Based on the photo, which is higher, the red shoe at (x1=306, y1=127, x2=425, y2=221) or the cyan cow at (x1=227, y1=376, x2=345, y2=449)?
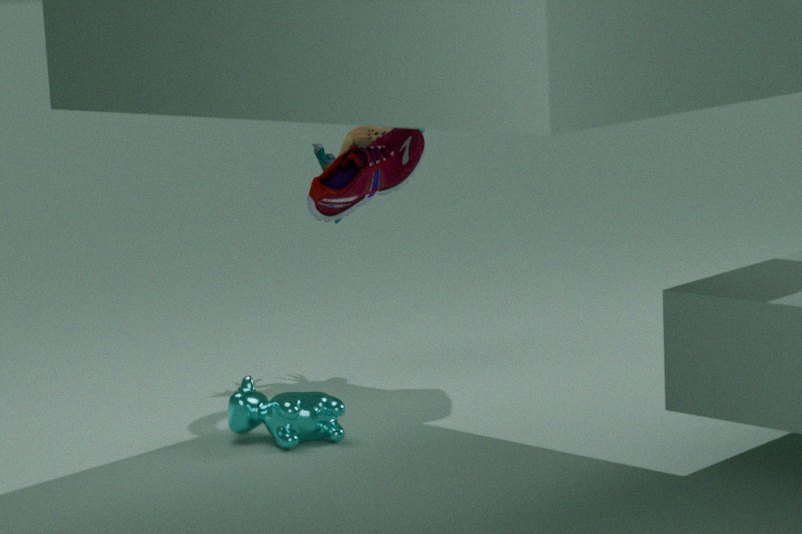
the red shoe at (x1=306, y1=127, x2=425, y2=221)
